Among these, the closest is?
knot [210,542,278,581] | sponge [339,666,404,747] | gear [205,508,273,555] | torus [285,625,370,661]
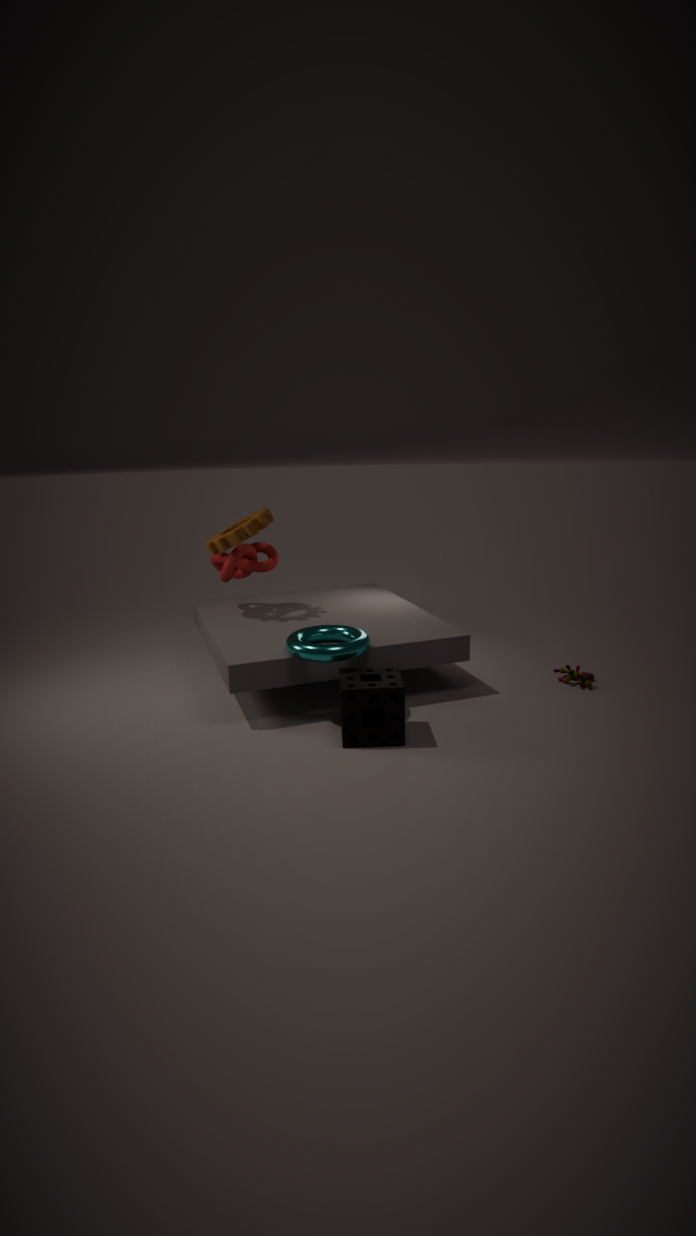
sponge [339,666,404,747]
